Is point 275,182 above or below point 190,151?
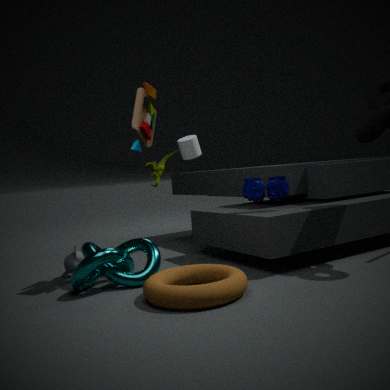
below
